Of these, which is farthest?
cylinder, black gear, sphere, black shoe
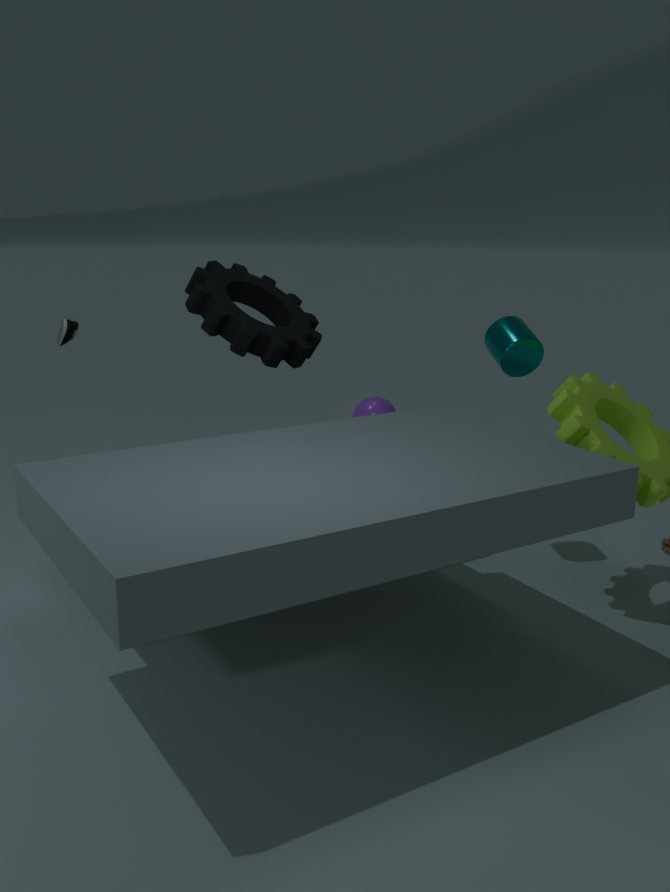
sphere
